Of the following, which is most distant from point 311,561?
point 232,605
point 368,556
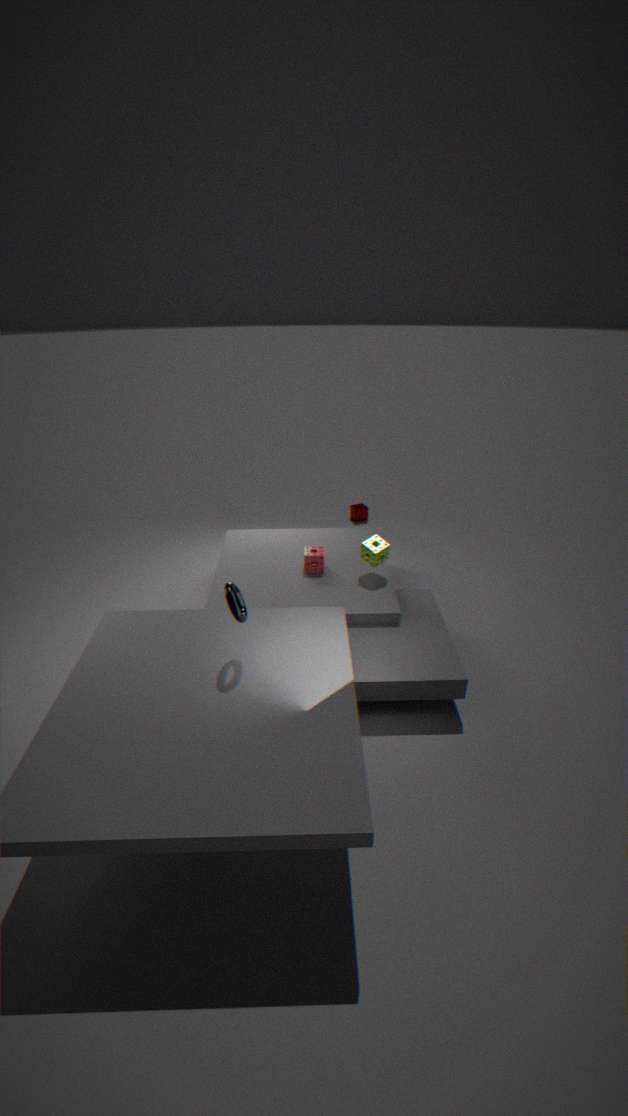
point 232,605
